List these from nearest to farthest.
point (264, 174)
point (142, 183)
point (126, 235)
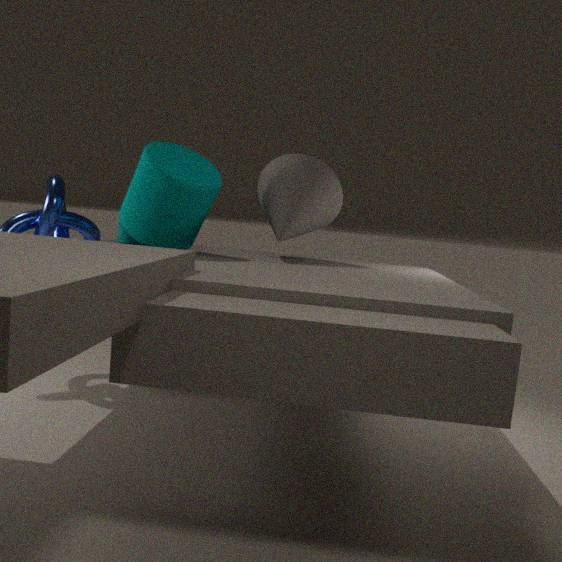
point (142, 183) < point (126, 235) < point (264, 174)
